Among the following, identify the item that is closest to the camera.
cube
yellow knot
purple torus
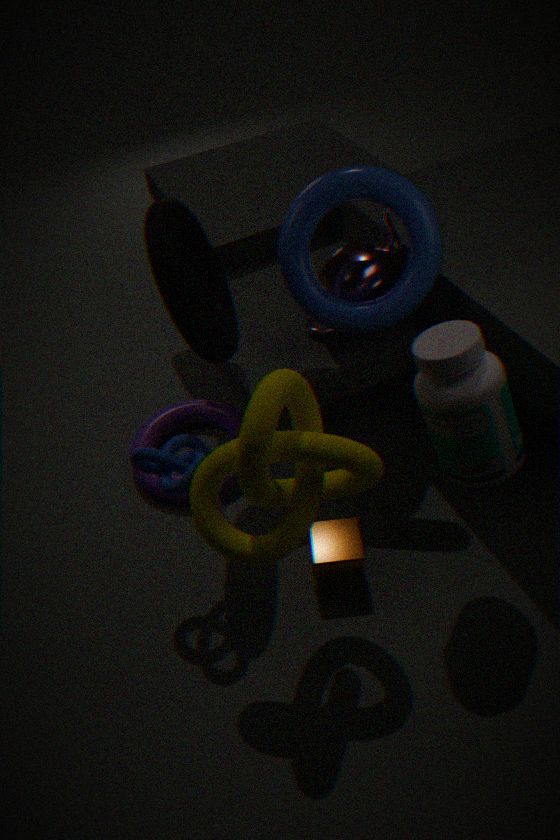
yellow knot
